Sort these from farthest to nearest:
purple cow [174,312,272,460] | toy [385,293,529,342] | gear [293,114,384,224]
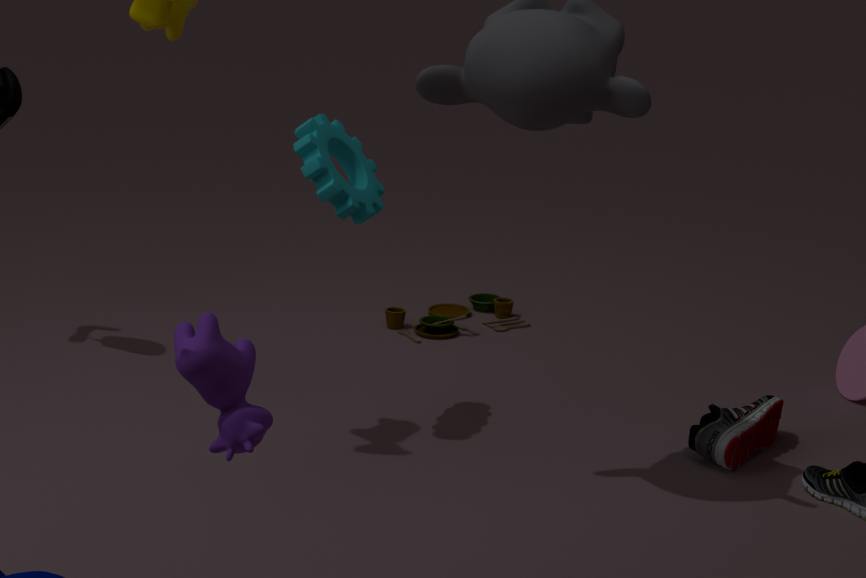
toy [385,293,529,342], gear [293,114,384,224], purple cow [174,312,272,460]
